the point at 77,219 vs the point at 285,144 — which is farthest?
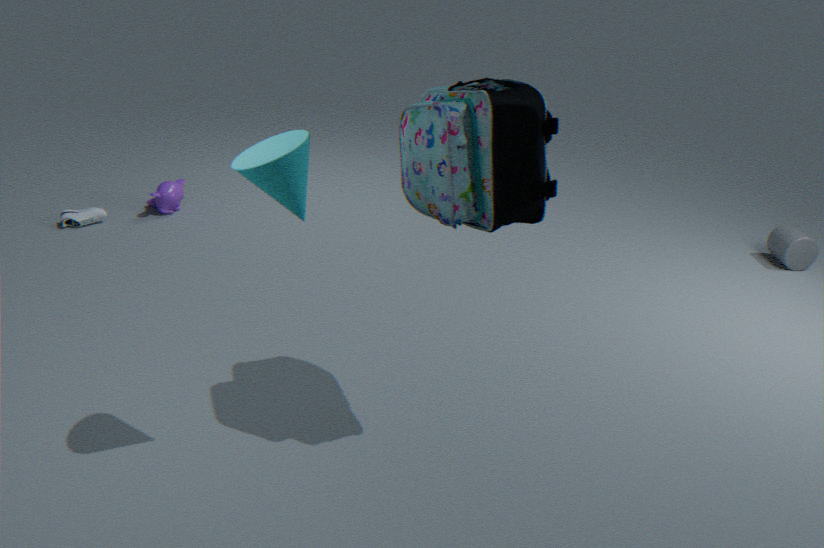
the point at 77,219
